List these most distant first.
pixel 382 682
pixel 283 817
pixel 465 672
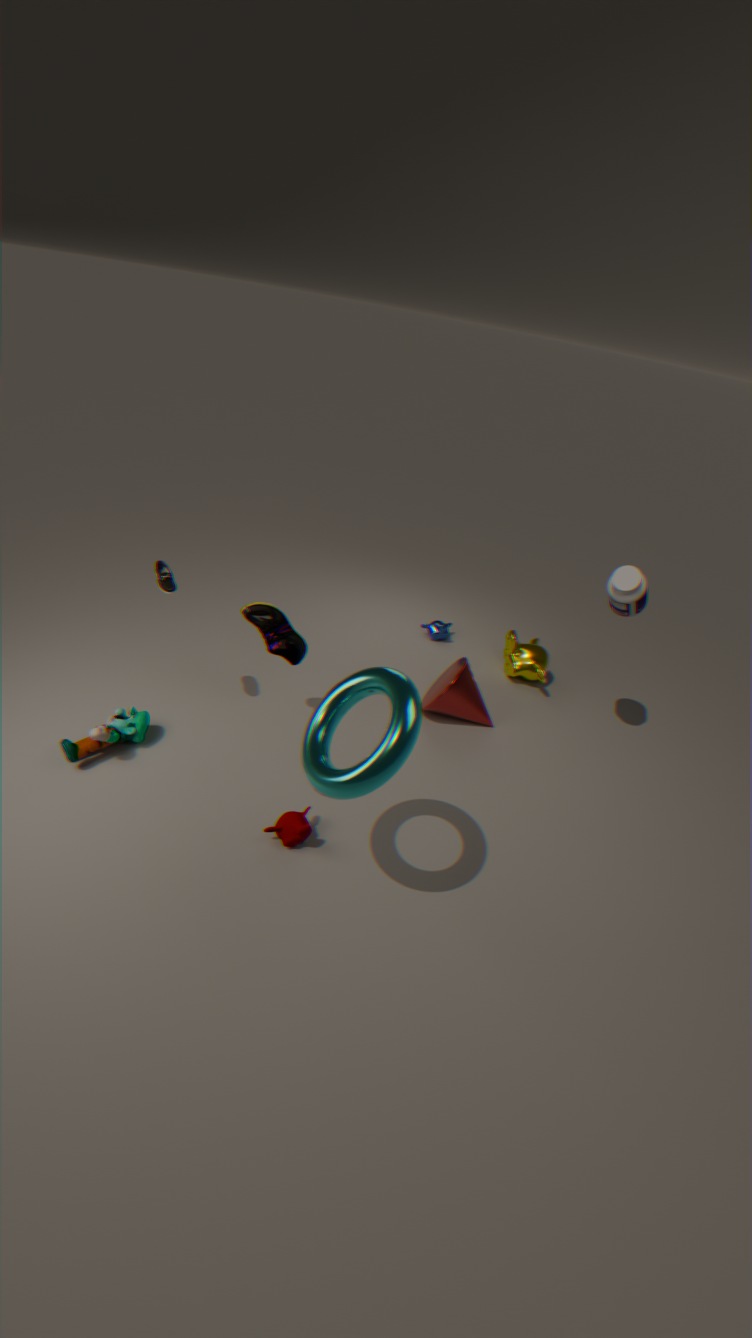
pixel 465 672
pixel 283 817
pixel 382 682
